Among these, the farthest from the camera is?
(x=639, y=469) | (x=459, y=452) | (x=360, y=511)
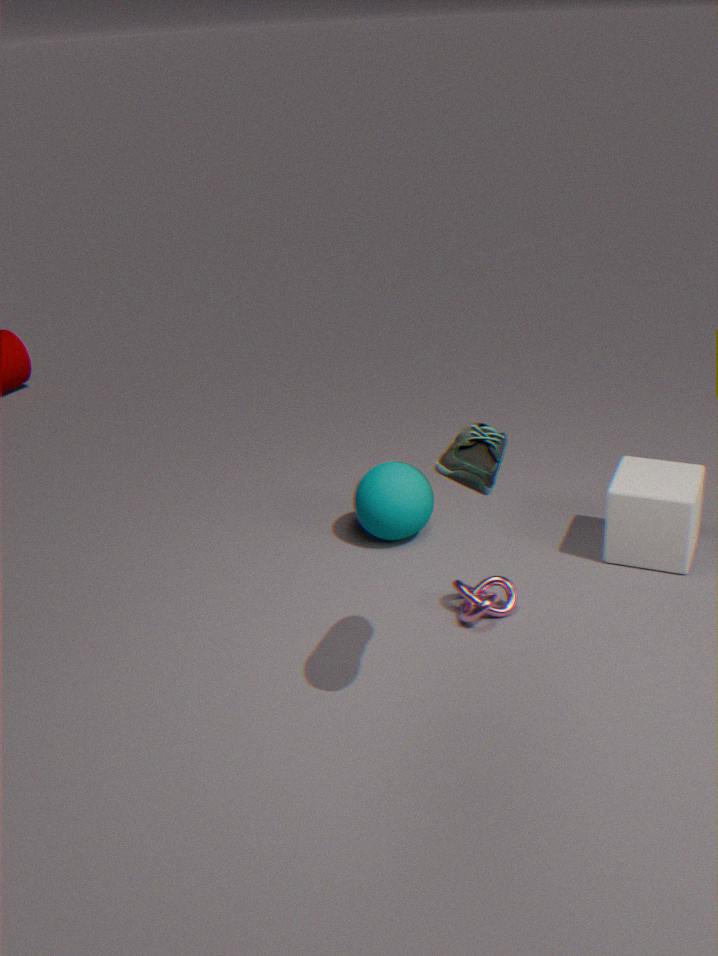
(x=360, y=511)
